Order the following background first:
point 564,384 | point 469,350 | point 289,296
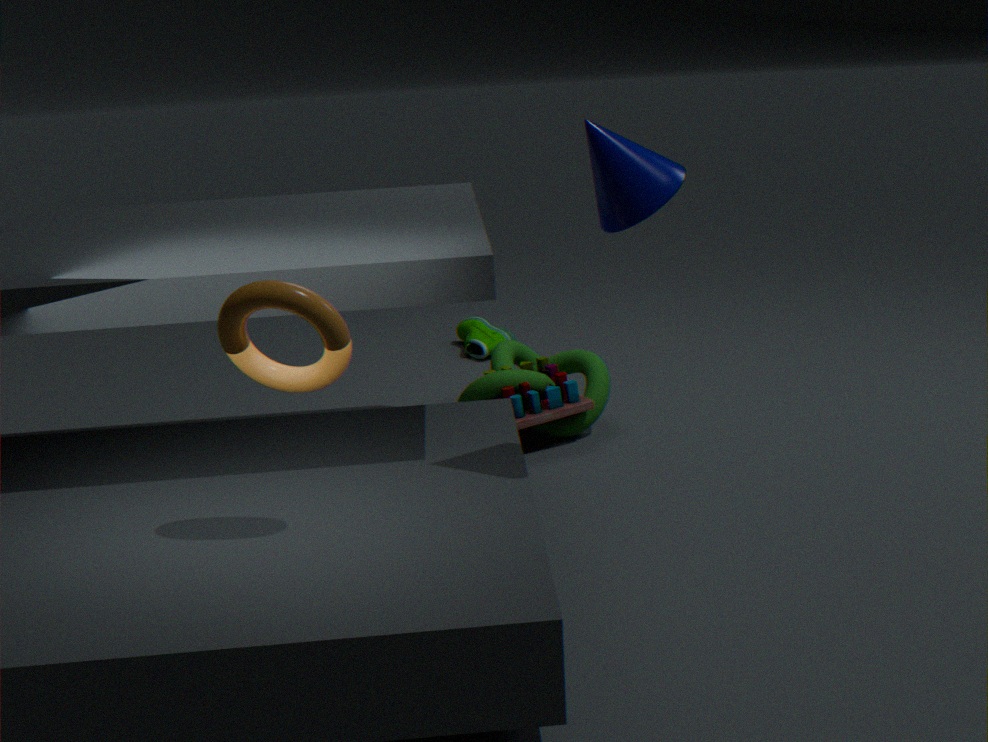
point 469,350, point 564,384, point 289,296
